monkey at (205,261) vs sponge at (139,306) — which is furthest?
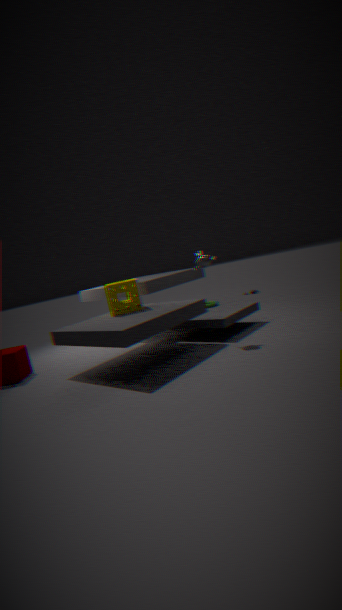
sponge at (139,306)
